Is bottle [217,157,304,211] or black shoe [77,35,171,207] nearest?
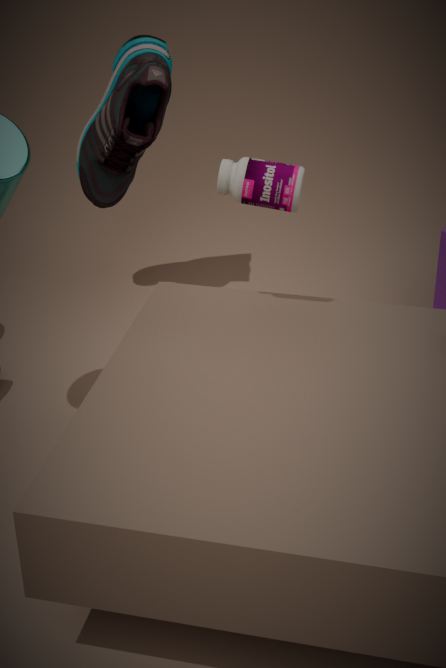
bottle [217,157,304,211]
